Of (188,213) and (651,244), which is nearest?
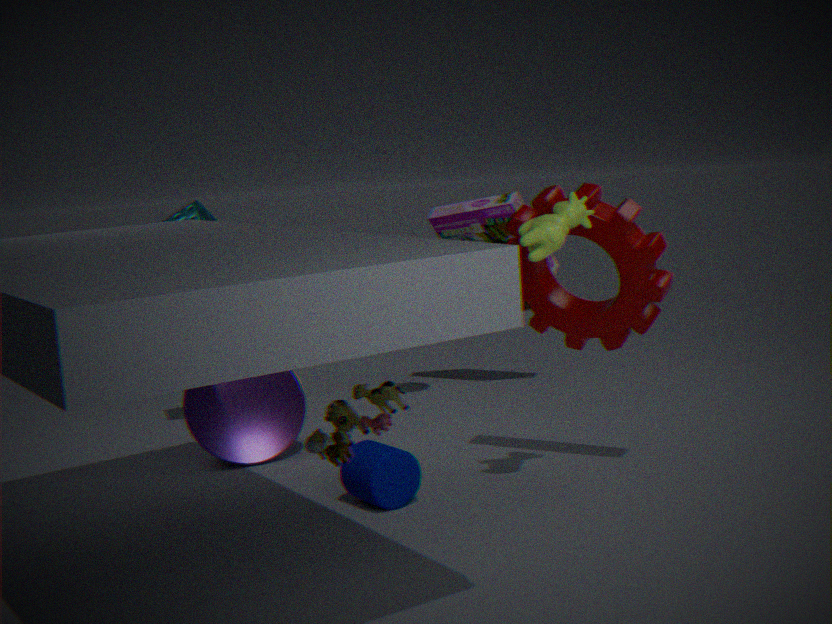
(651,244)
